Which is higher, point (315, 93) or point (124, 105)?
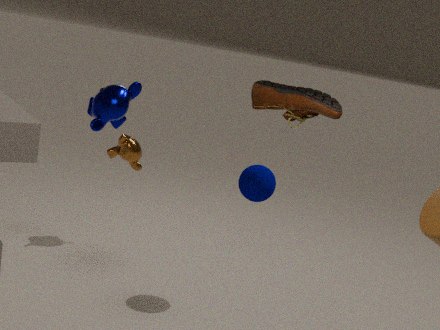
point (315, 93)
